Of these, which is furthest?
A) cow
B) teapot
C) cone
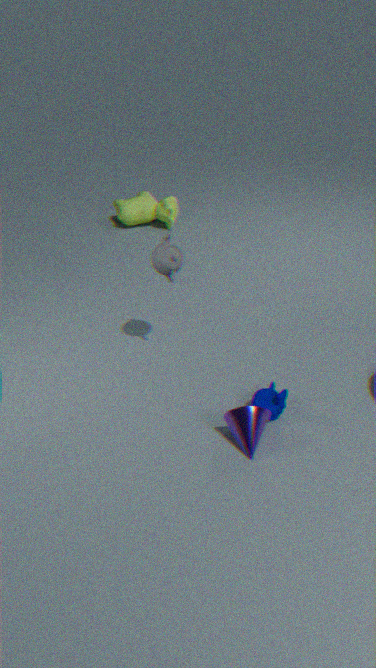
cow
